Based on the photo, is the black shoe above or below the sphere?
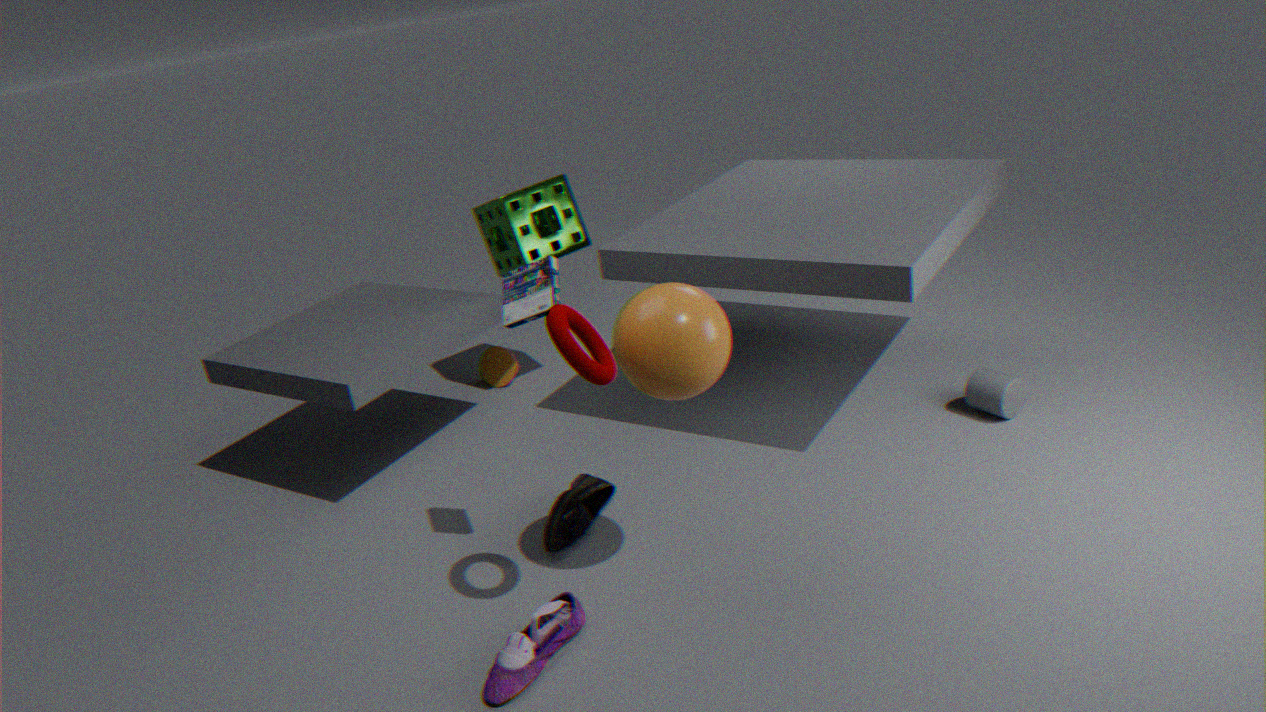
below
